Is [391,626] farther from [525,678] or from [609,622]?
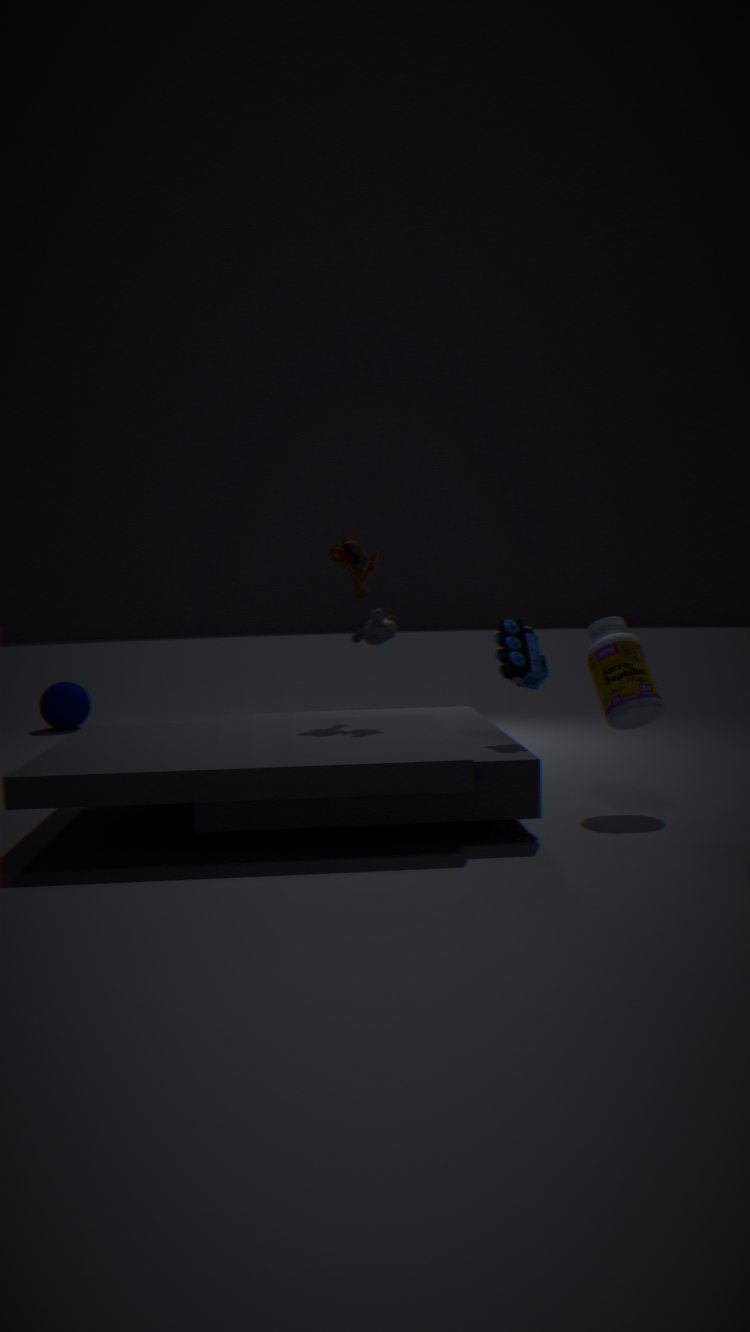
[609,622]
